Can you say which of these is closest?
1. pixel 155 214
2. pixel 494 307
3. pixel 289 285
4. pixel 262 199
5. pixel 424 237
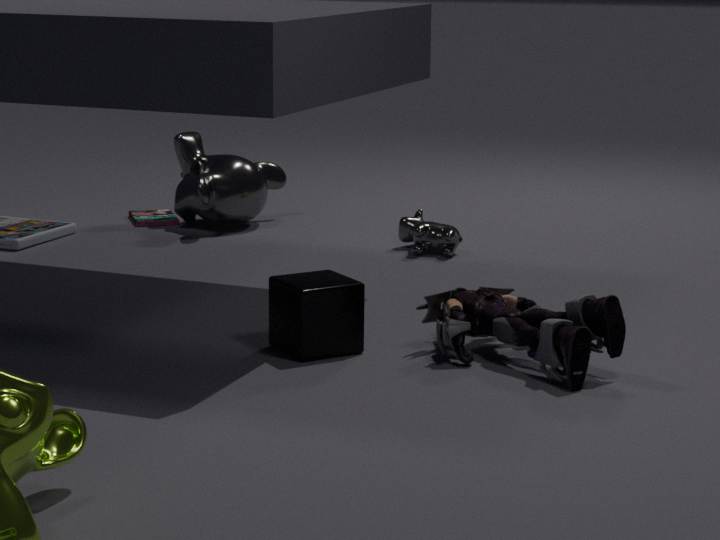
pixel 289 285
